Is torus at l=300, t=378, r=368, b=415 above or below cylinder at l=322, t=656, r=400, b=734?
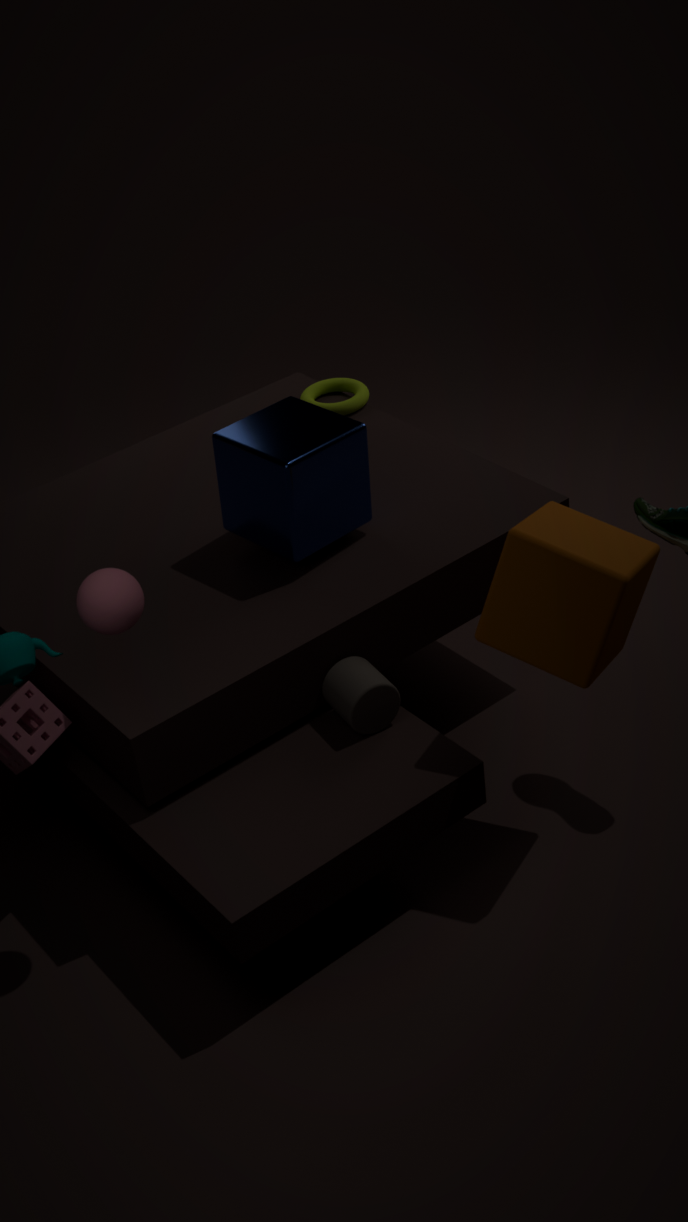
above
